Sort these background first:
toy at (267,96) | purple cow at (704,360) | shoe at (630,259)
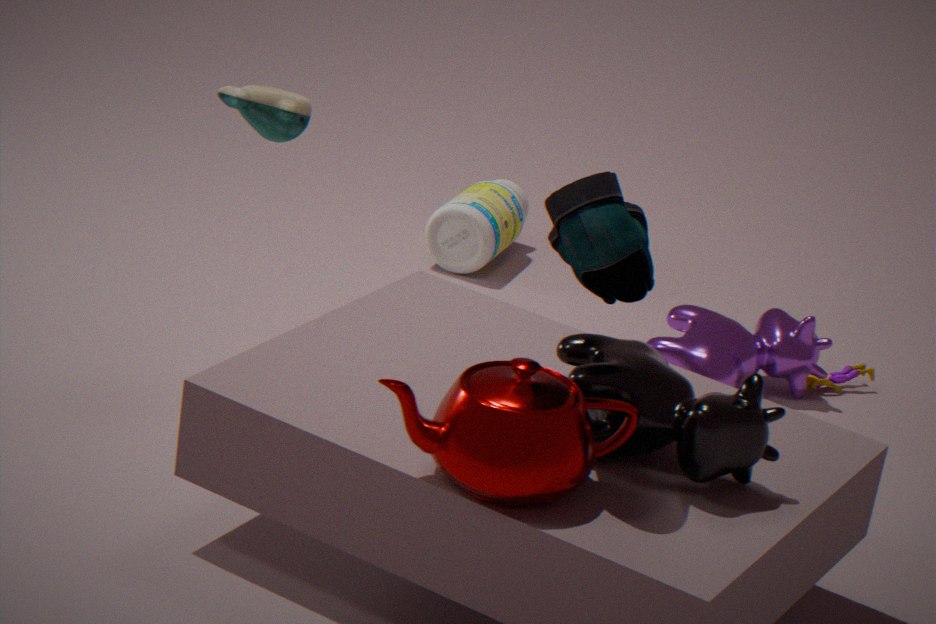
purple cow at (704,360)
toy at (267,96)
shoe at (630,259)
